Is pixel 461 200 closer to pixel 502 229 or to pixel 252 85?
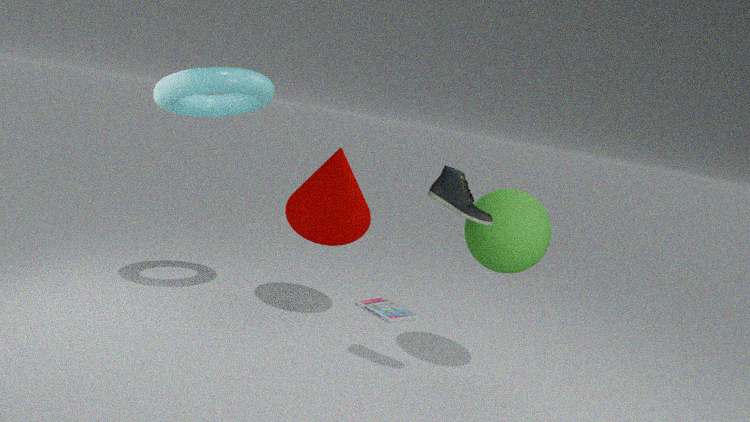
pixel 502 229
